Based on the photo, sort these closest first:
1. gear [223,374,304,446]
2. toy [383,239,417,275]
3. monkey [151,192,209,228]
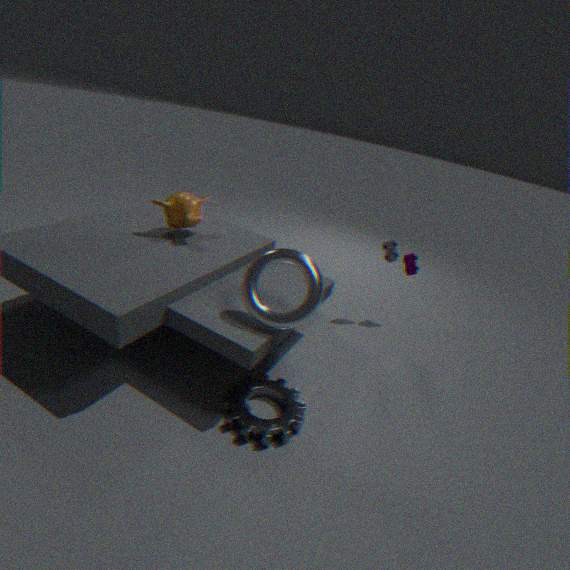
gear [223,374,304,446], monkey [151,192,209,228], toy [383,239,417,275]
